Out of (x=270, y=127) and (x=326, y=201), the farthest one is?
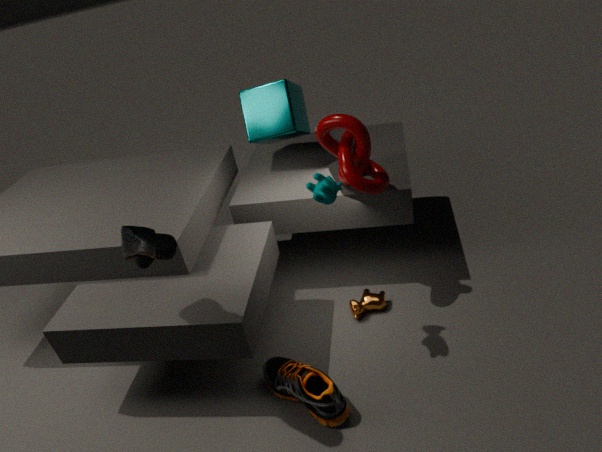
(x=270, y=127)
